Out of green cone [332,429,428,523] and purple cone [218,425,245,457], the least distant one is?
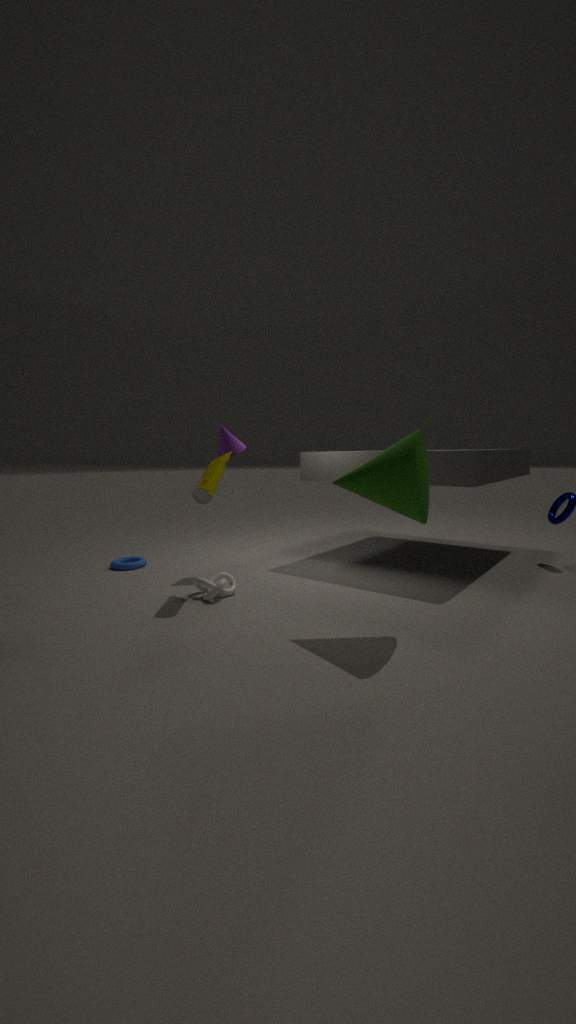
green cone [332,429,428,523]
